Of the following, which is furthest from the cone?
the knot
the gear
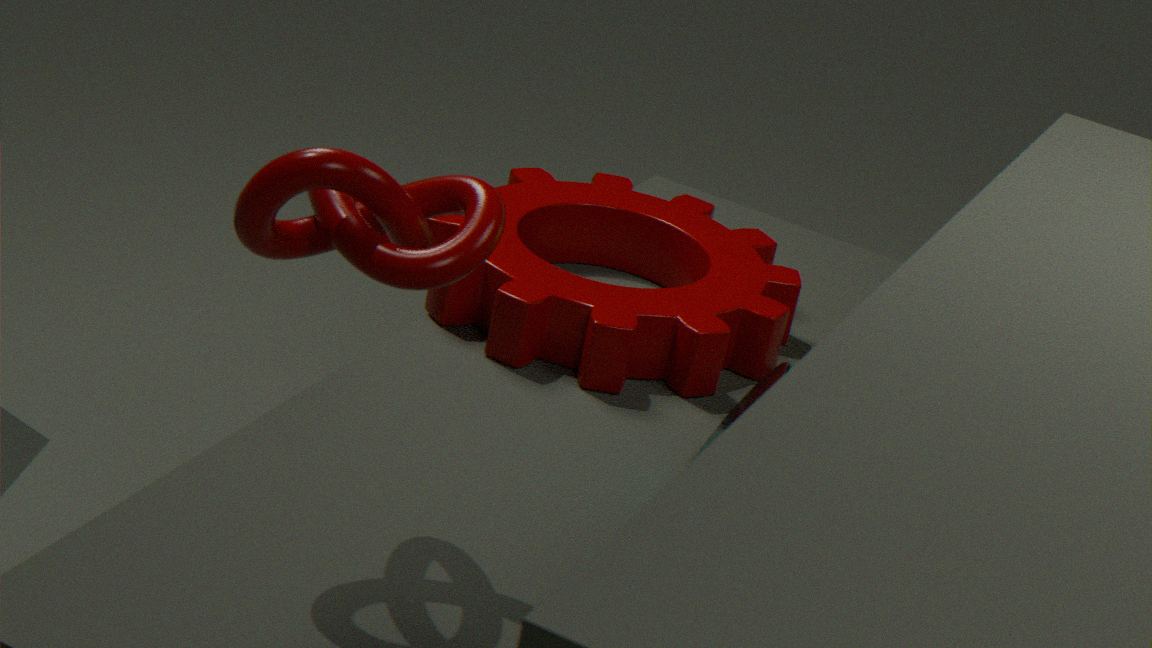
the knot
